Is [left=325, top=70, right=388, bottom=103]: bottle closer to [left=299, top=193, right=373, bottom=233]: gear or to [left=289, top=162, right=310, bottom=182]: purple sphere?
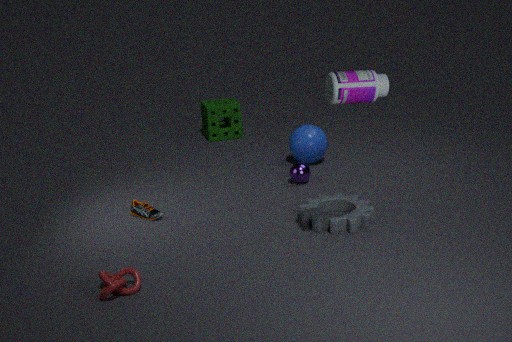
[left=299, top=193, right=373, bottom=233]: gear
